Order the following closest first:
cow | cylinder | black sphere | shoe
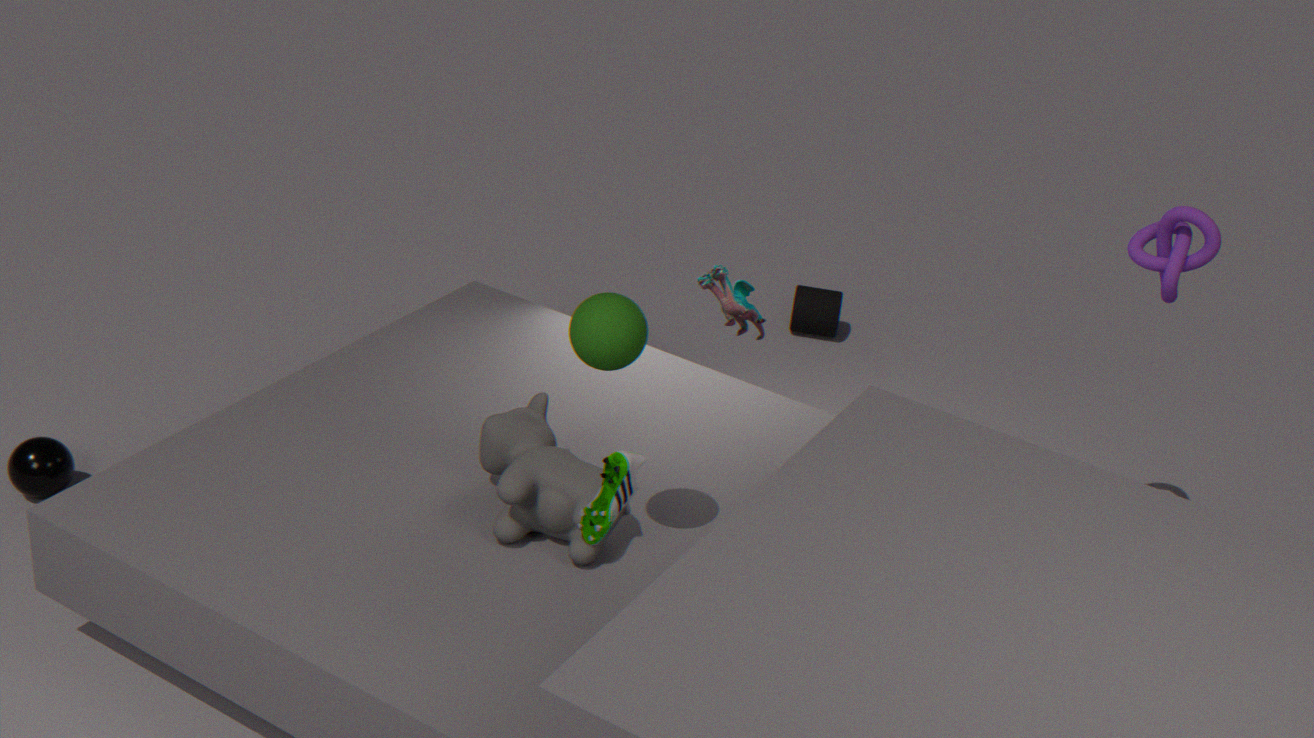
shoe < cow < black sphere < cylinder
